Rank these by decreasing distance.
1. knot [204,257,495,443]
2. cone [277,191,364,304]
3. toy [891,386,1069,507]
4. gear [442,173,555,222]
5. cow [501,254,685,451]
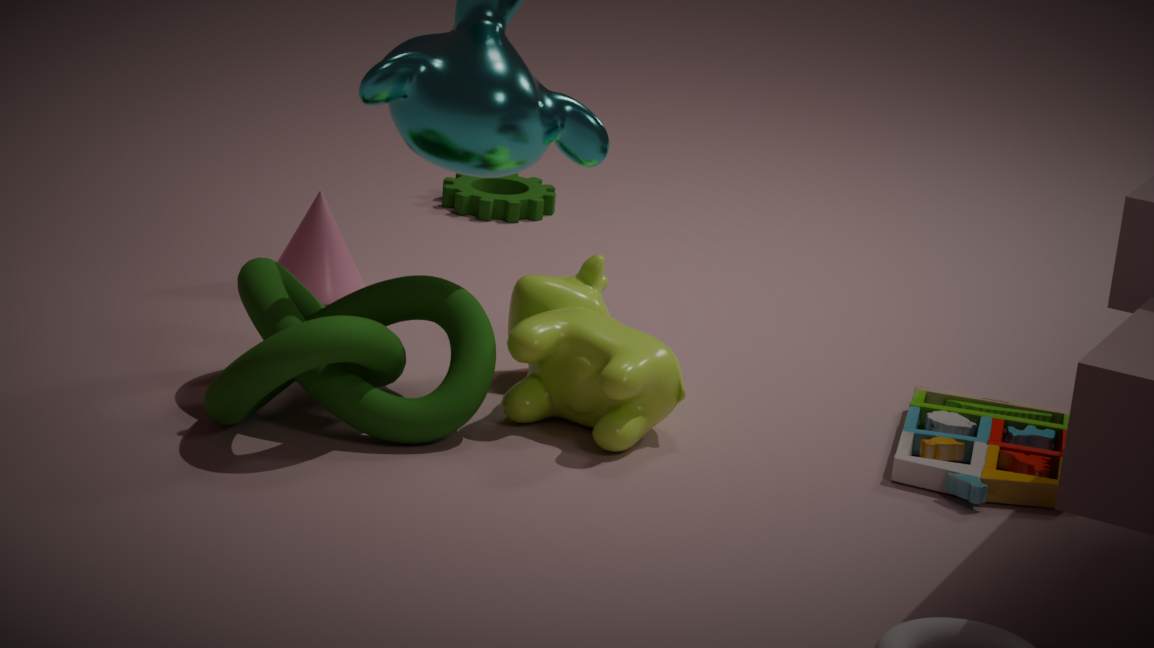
gear [442,173,555,222]
cone [277,191,364,304]
cow [501,254,685,451]
toy [891,386,1069,507]
knot [204,257,495,443]
